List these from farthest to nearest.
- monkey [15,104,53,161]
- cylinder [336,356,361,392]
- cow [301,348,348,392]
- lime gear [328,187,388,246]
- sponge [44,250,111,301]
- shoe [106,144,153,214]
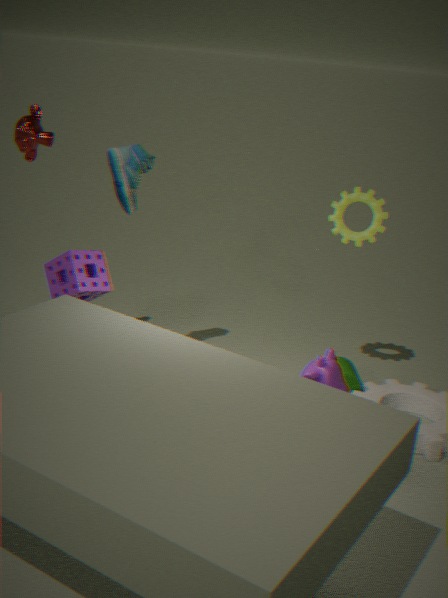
lime gear [328,187,388,246] < cylinder [336,356,361,392] < shoe [106,144,153,214] < monkey [15,104,53,161] < sponge [44,250,111,301] < cow [301,348,348,392]
